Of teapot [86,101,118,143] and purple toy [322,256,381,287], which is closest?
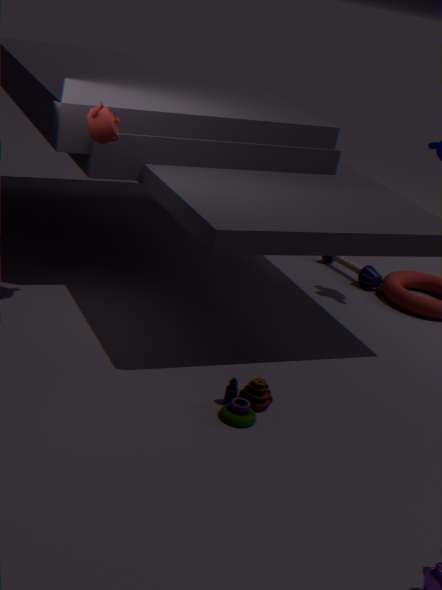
teapot [86,101,118,143]
